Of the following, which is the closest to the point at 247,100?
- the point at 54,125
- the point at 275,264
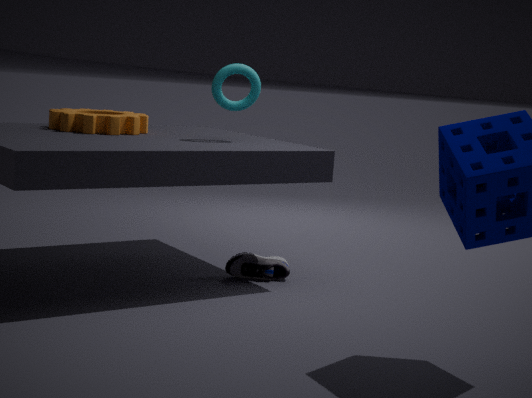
the point at 54,125
